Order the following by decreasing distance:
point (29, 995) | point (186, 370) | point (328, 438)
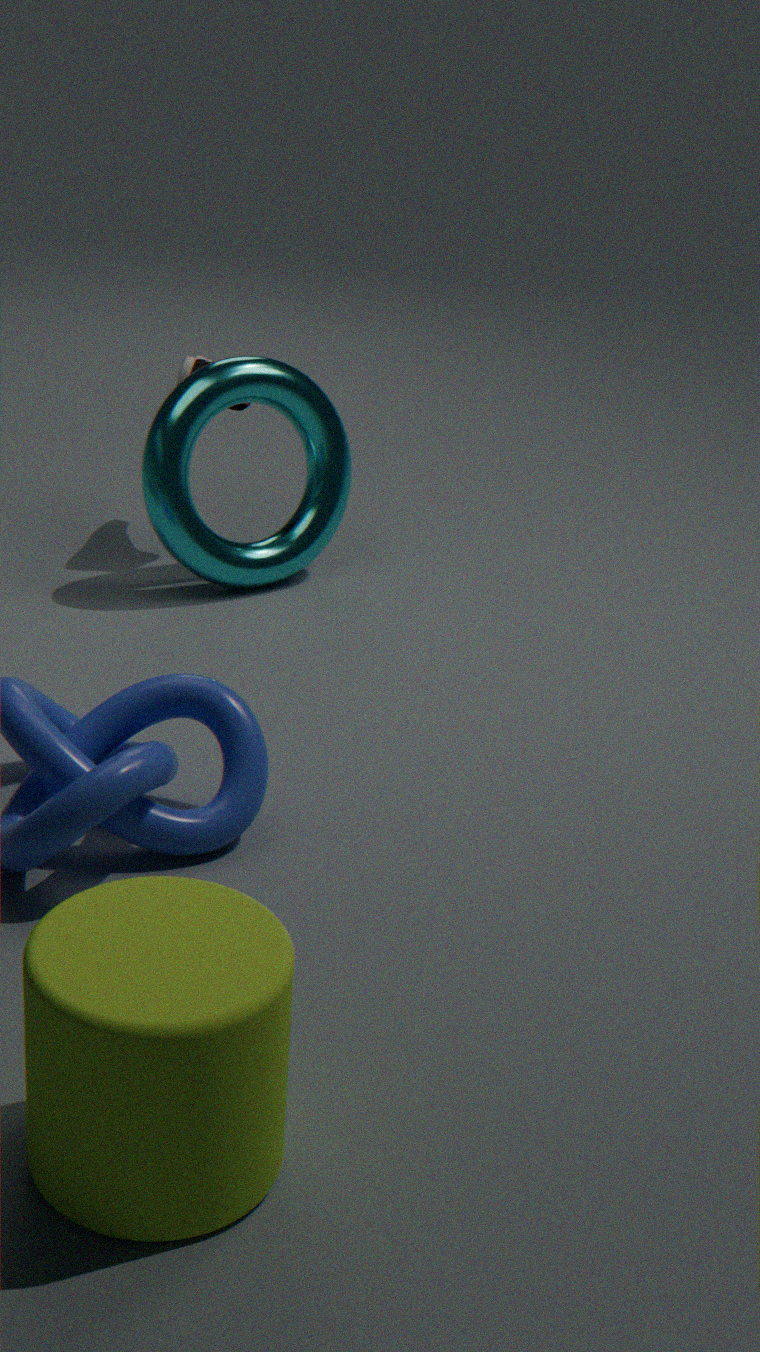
point (328, 438) → point (186, 370) → point (29, 995)
